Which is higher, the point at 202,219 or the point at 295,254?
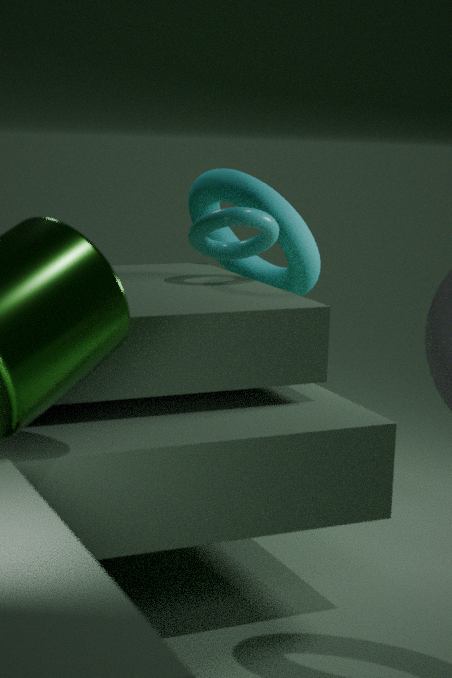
the point at 202,219
